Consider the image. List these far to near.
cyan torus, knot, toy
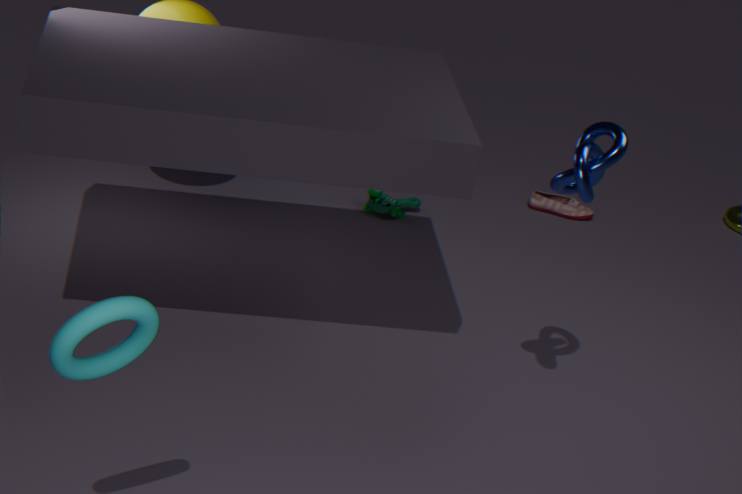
toy → knot → cyan torus
